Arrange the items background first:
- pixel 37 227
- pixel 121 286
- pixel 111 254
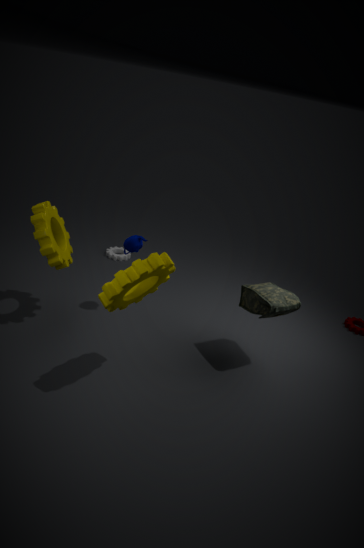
pixel 111 254 < pixel 37 227 < pixel 121 286
